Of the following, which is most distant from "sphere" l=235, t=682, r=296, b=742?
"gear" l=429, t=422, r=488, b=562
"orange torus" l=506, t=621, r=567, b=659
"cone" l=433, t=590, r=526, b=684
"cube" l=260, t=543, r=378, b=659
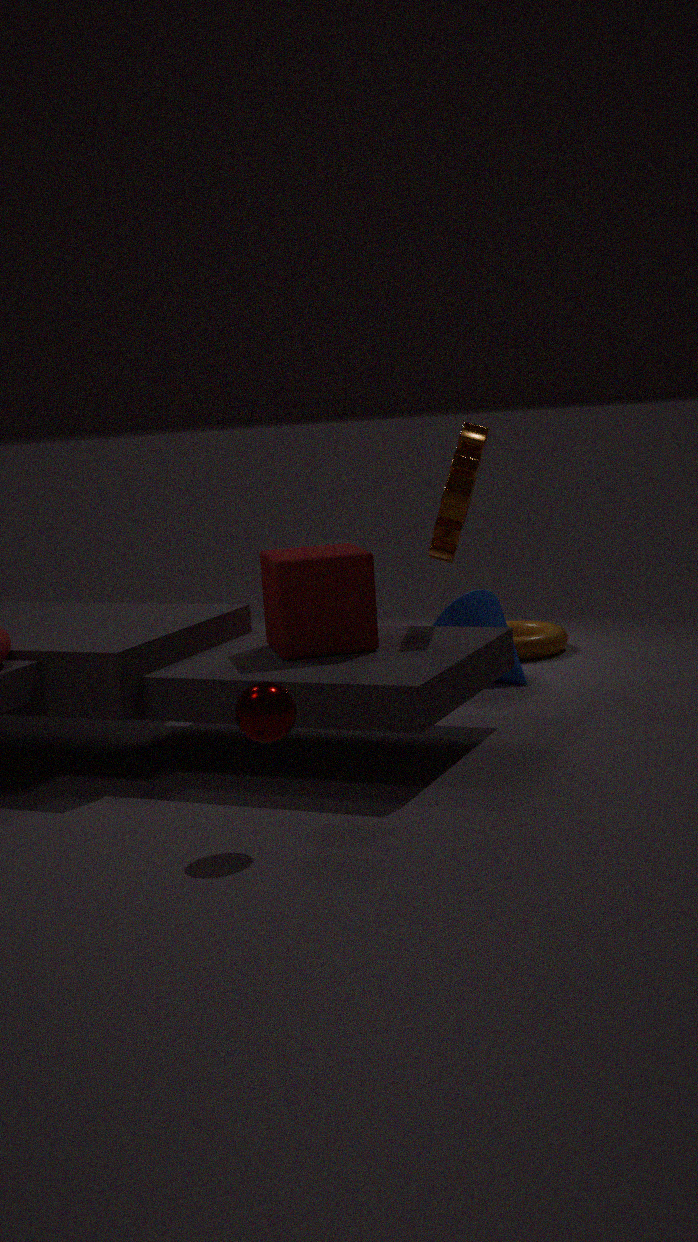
"orange torus" l=506, t=621, r=567, b=659
